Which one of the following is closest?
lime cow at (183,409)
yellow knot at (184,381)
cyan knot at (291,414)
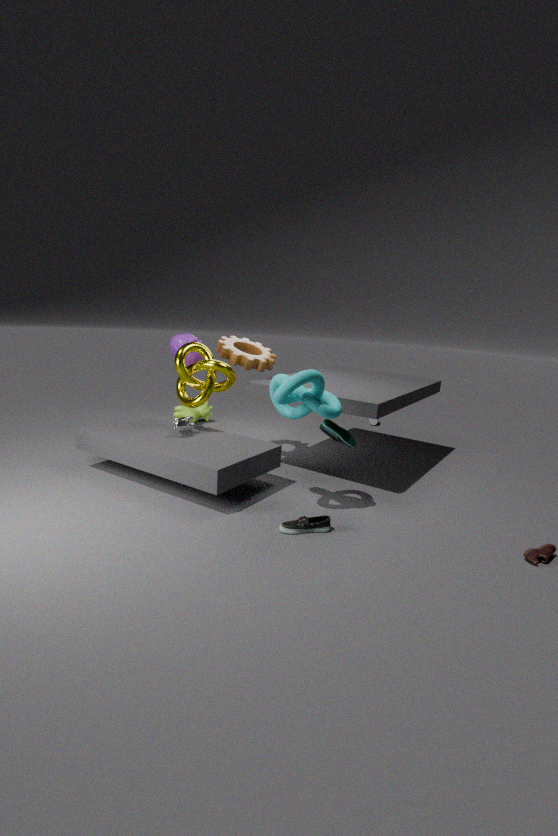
cyan knot at (291,414)
